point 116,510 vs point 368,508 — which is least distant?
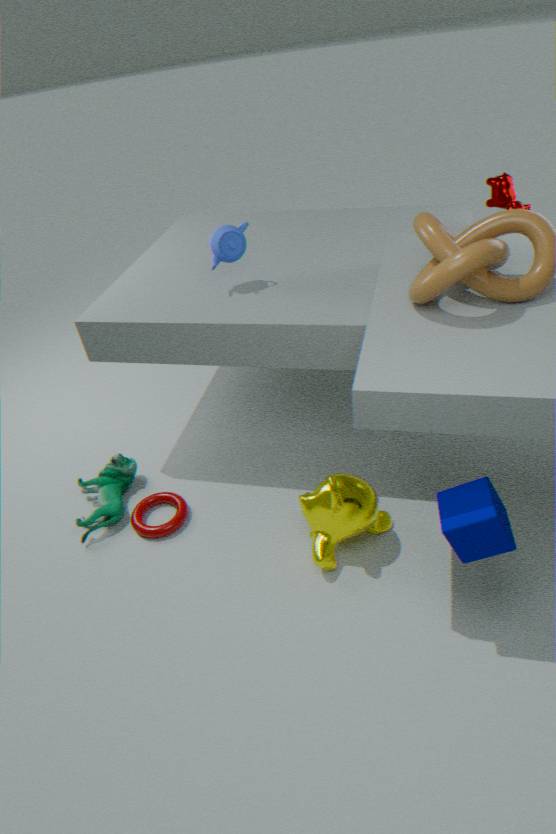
point 368,508
